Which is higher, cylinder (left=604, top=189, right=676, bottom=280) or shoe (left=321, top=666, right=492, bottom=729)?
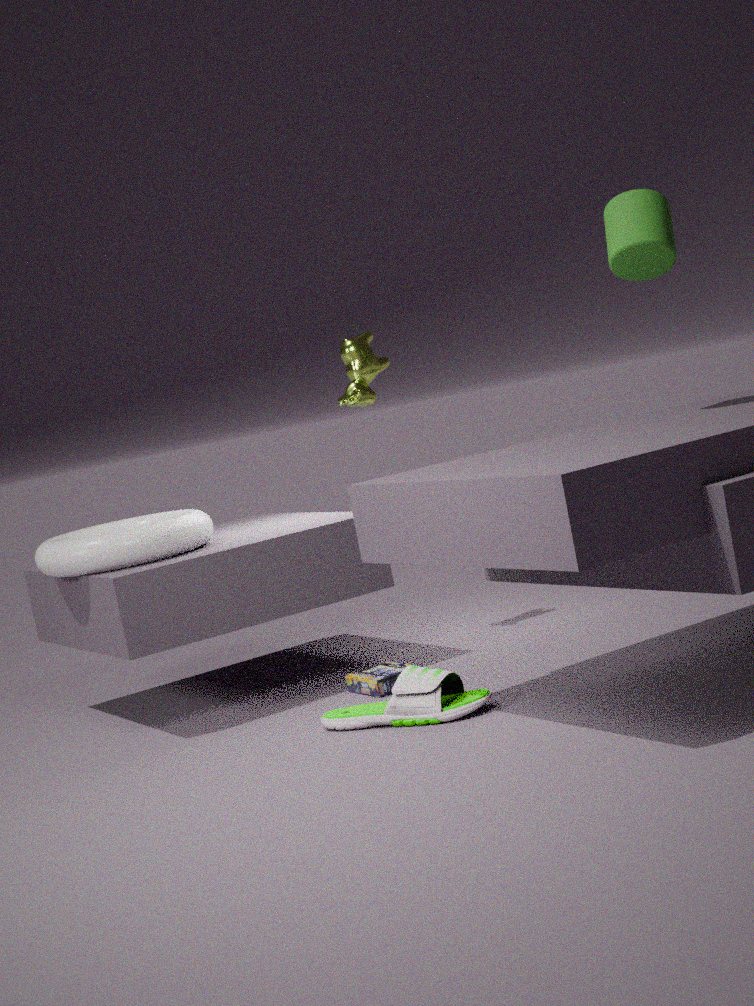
cylinder (left=604, top=189, right=676, bottom=280)
